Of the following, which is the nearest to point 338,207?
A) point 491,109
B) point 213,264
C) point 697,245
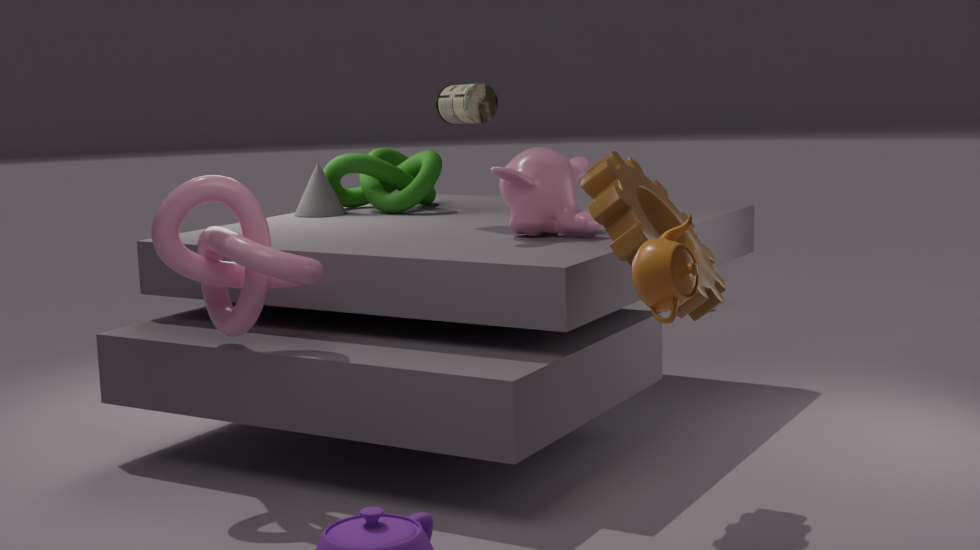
point 491,109
